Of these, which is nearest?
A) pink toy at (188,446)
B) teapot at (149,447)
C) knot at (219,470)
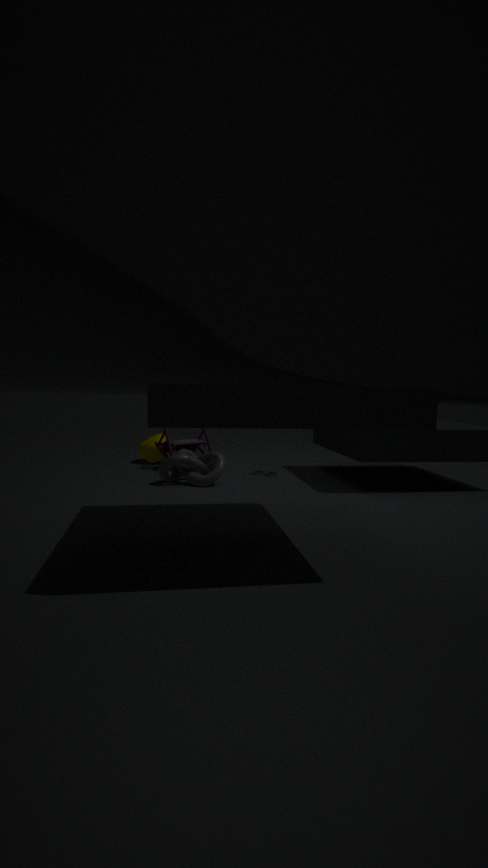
knot at (219,470)
